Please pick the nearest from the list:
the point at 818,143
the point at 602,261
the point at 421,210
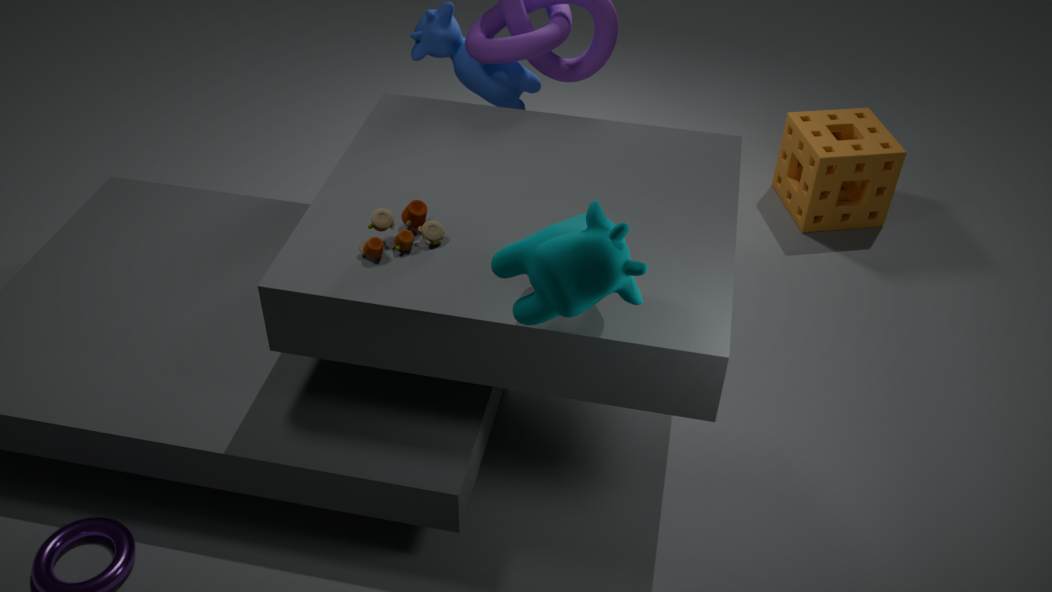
the point at 602,261
